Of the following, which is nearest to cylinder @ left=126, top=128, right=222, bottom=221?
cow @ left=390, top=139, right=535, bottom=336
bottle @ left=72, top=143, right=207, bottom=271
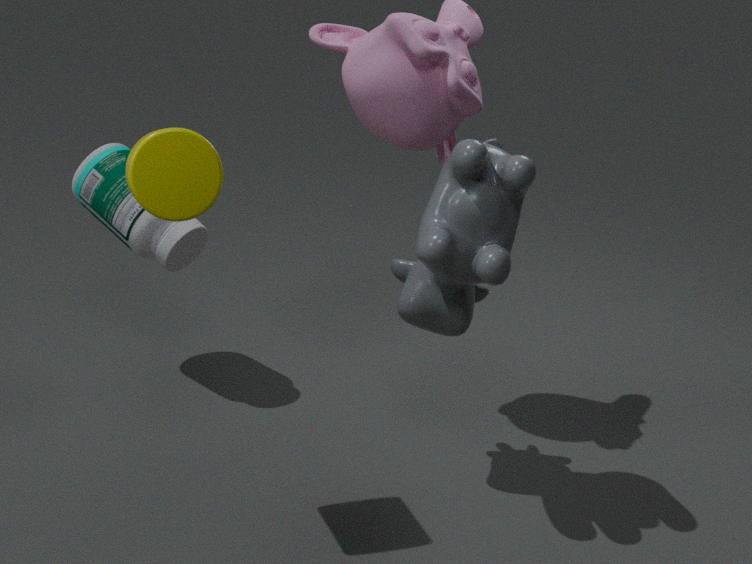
cow @ left=390, top=139, right=535, bottom=336
